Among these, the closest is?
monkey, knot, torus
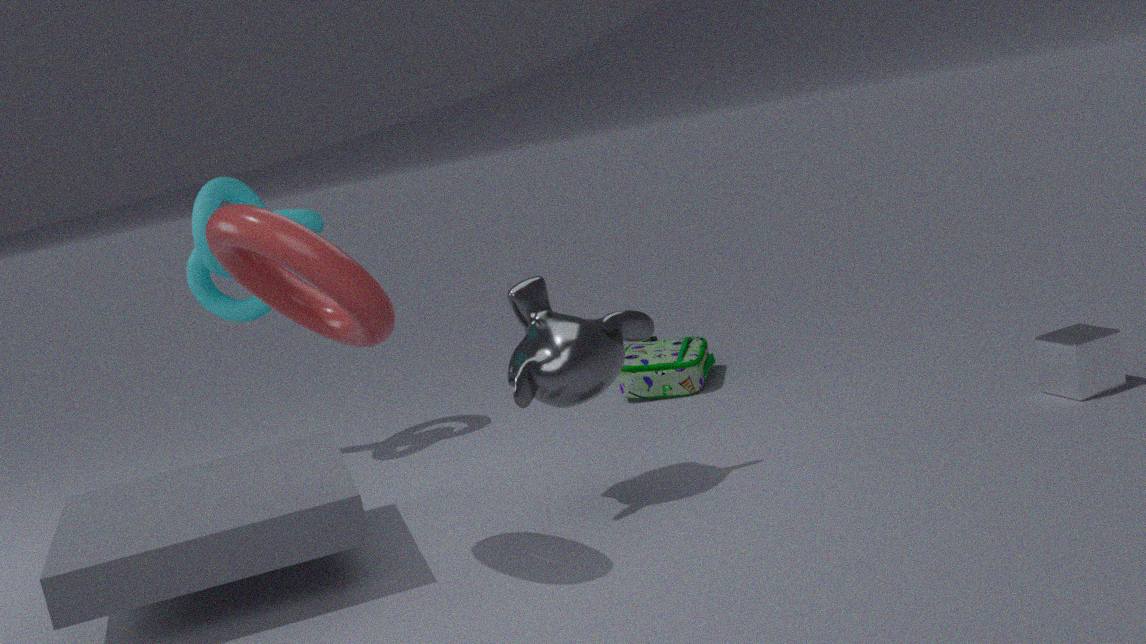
torus
